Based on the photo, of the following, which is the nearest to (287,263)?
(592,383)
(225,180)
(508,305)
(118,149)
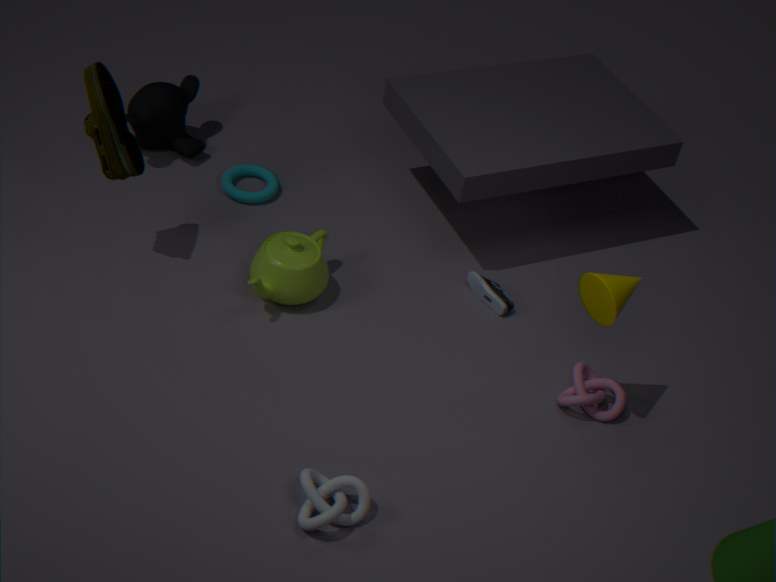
(225,180)
